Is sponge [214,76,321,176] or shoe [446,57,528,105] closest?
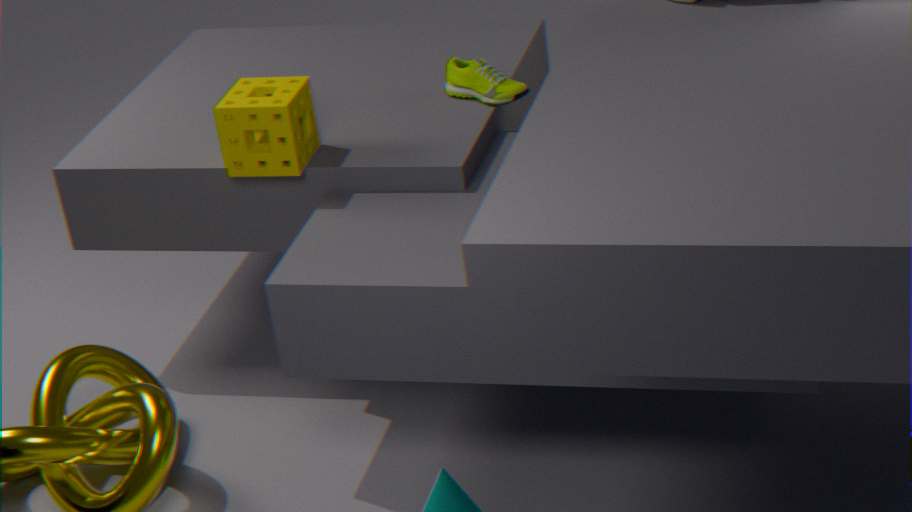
sponge [214,76,321,176]
